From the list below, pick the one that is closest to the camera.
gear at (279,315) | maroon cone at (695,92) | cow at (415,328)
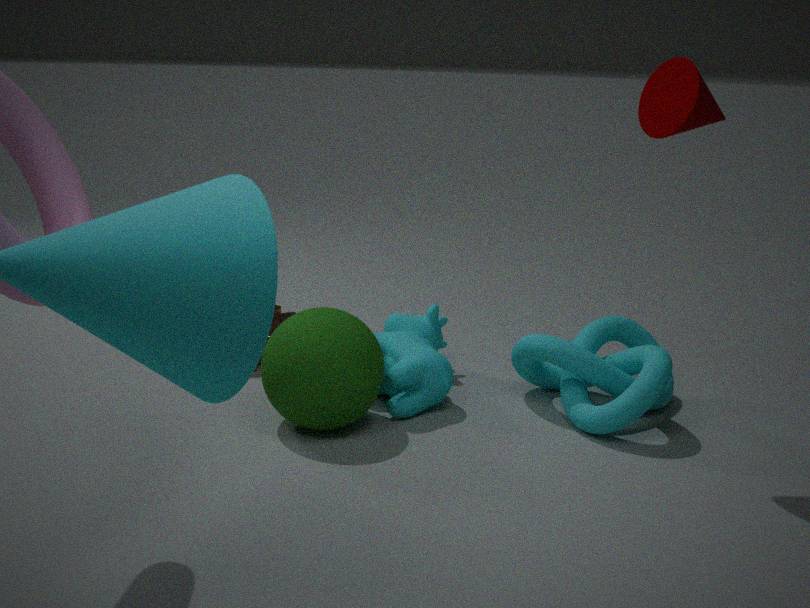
maroon cone at (695,92)
